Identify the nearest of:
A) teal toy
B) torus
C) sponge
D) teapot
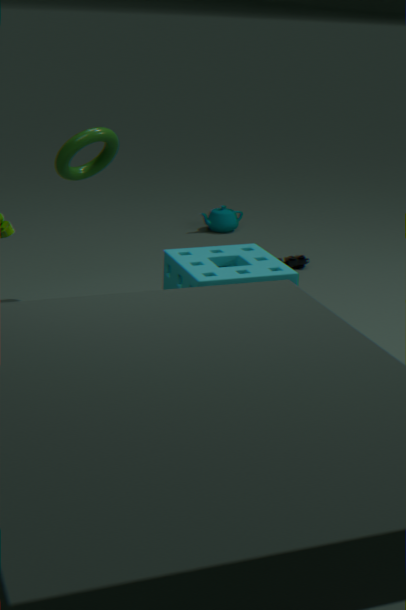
sponge
